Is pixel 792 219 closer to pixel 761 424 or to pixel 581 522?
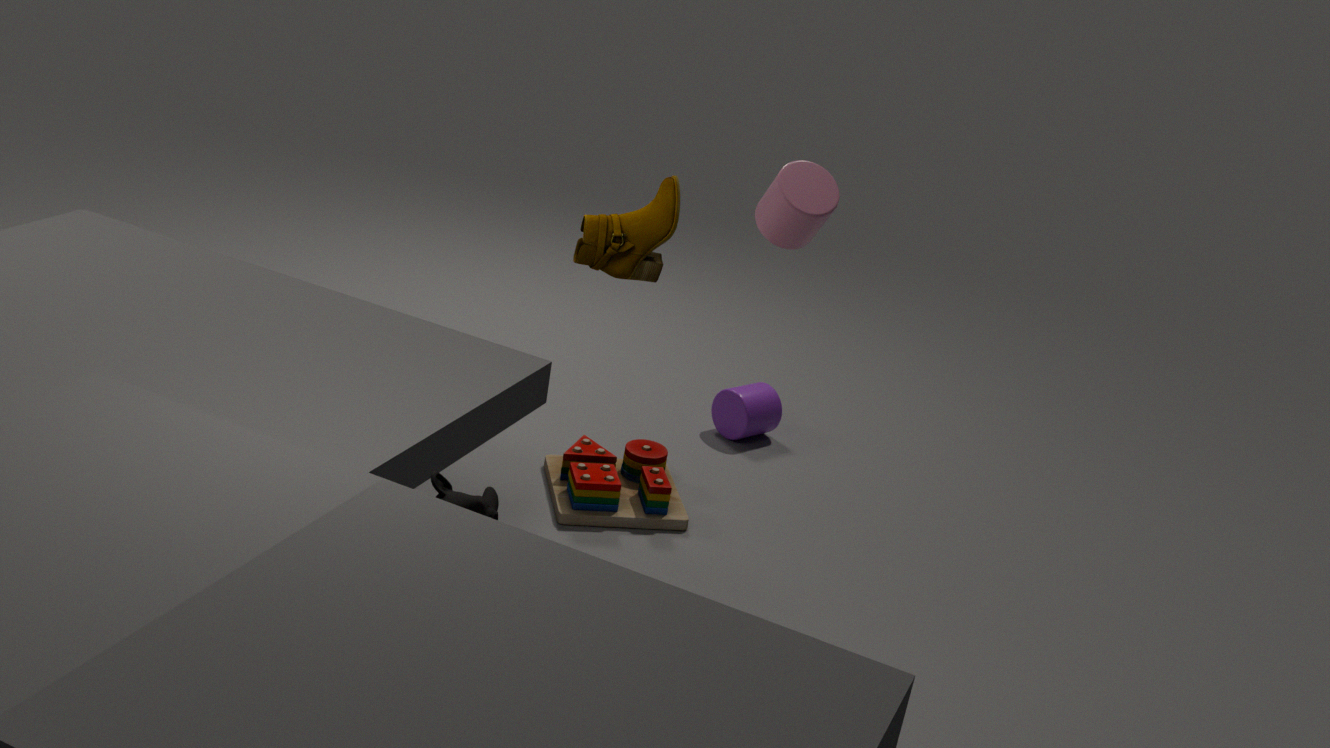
pixel 581 522
